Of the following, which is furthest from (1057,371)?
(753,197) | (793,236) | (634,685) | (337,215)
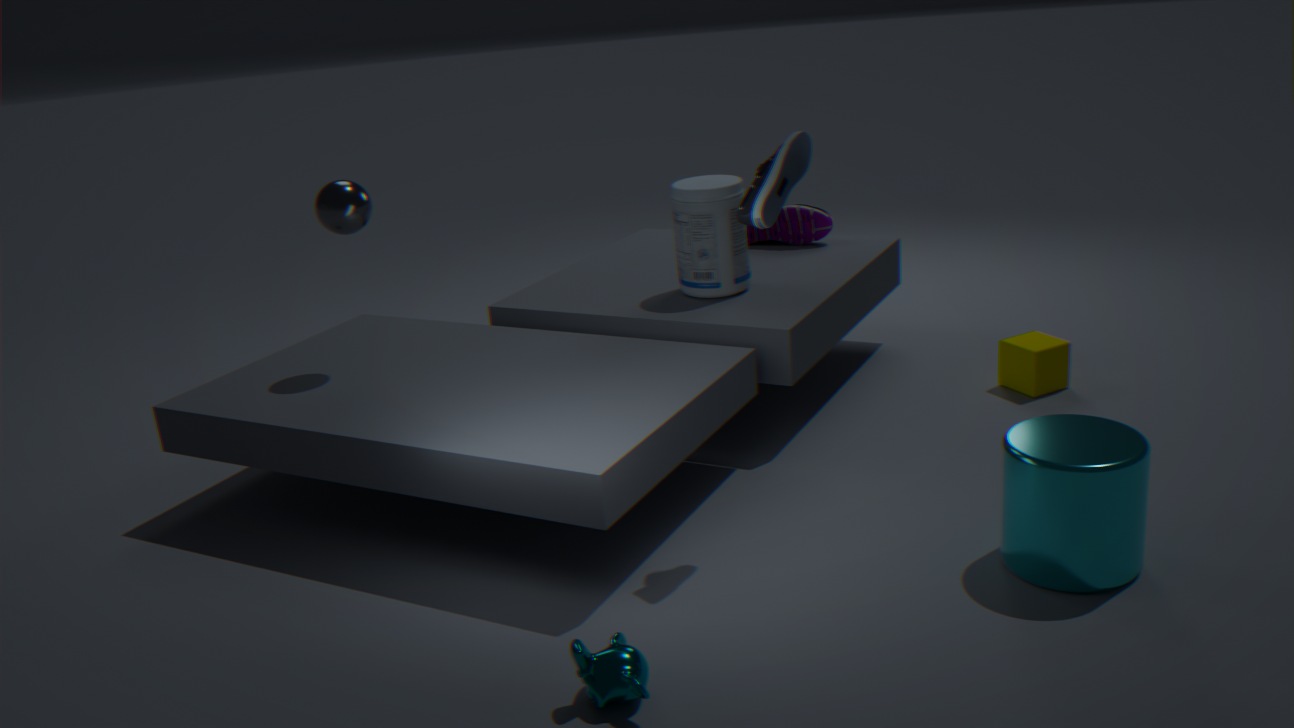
(337,215)
